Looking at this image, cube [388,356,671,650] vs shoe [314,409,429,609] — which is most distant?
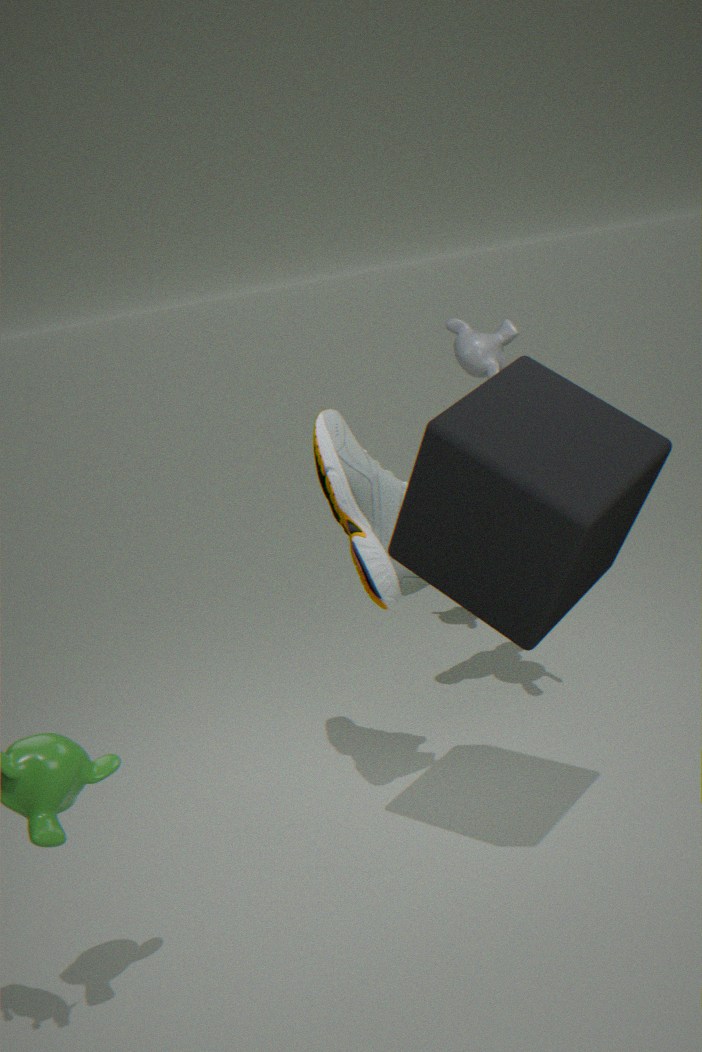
shoe [314,409,429,609]
